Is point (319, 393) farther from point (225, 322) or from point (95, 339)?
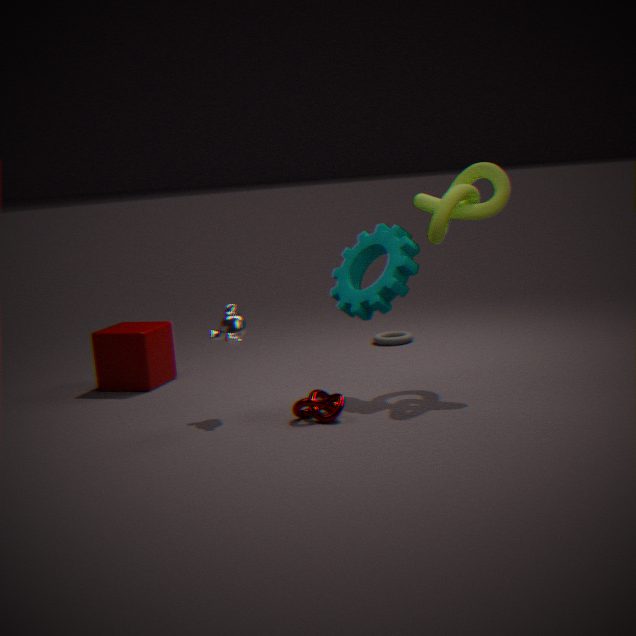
point (95, 339)
